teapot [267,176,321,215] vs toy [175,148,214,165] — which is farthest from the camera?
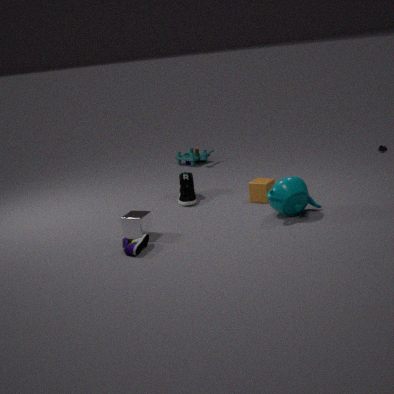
toy [175,148,214,165]
